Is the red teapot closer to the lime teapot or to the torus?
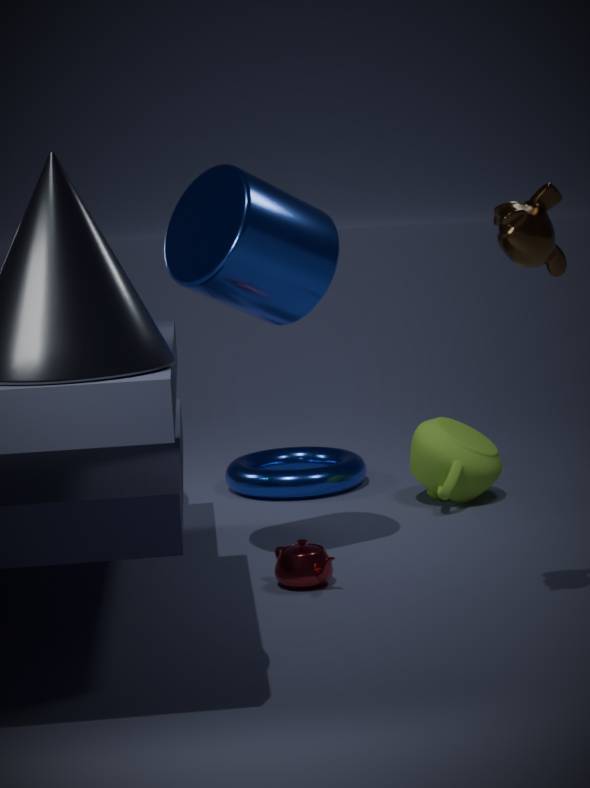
the lime teapot
